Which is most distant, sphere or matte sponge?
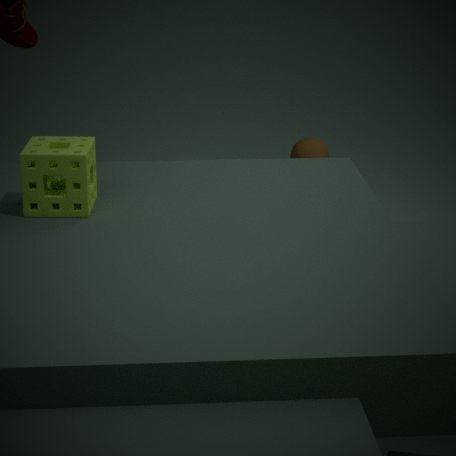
sphere
